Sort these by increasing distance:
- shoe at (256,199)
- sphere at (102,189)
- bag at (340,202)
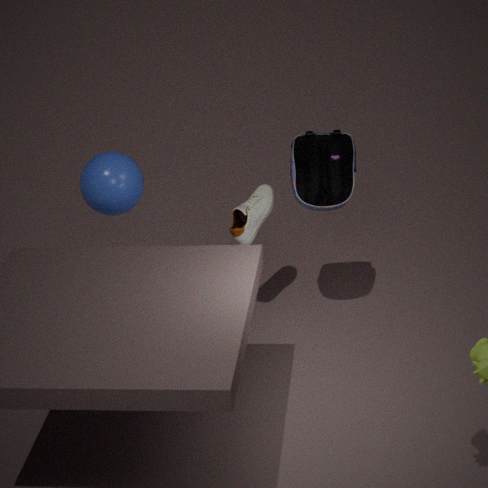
bag at (340,202)
sphere at (102,189)
shoe at (256,199)
